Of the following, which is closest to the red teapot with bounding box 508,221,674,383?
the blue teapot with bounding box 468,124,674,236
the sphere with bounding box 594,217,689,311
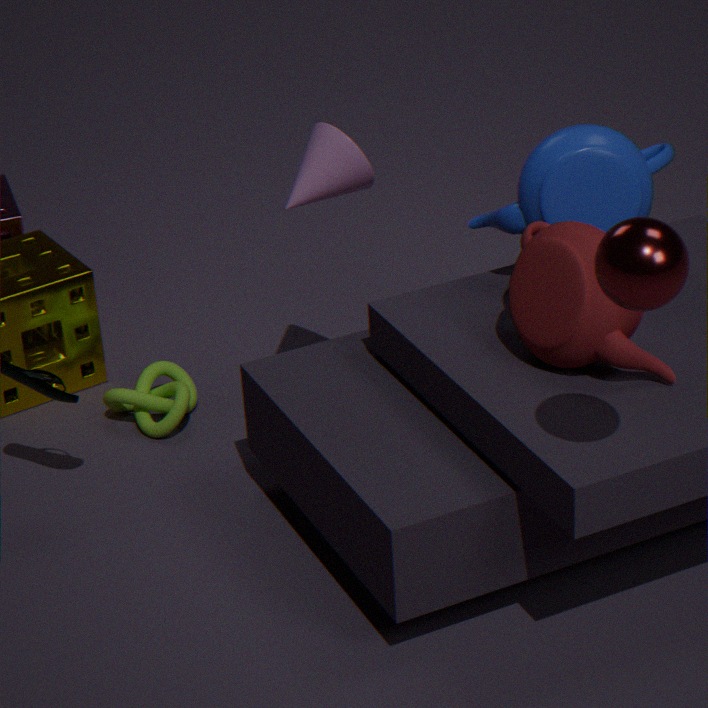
the blue teapot with bounding box 468,124,674,236
